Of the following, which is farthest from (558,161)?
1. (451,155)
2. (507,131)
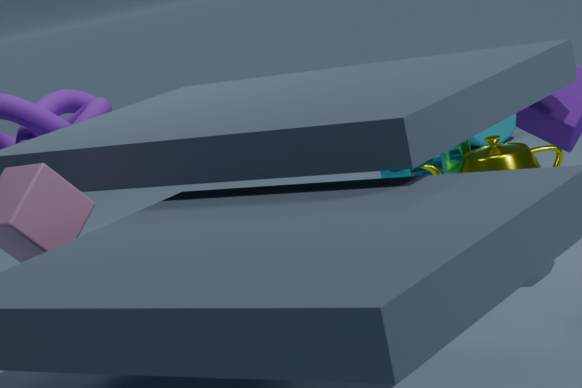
(507,131)
